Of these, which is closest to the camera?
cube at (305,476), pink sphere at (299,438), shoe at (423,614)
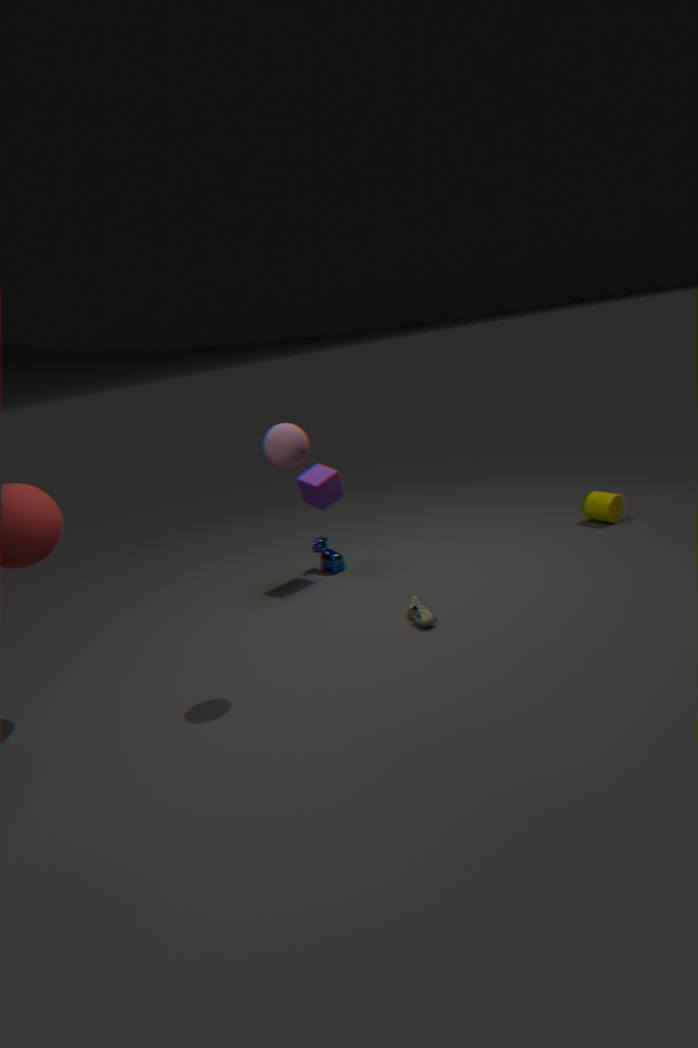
pink sphere at (299,438)
